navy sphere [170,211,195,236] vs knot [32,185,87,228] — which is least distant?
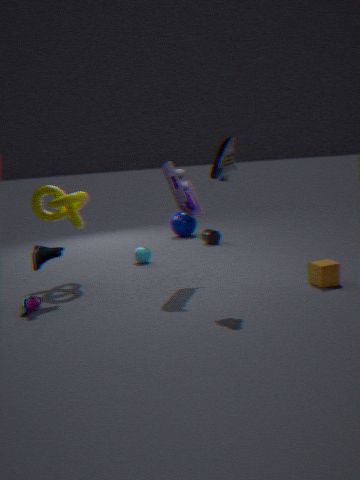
knot [32,185,87,228]
